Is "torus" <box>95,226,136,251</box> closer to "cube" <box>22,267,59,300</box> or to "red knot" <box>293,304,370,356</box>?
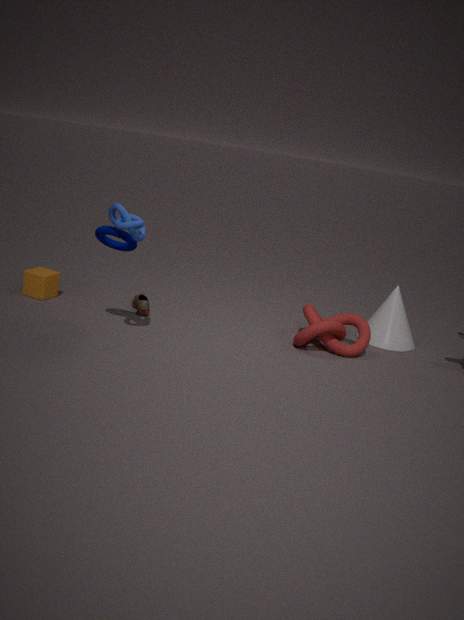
"cube" <box>22,267,59,300</box>
